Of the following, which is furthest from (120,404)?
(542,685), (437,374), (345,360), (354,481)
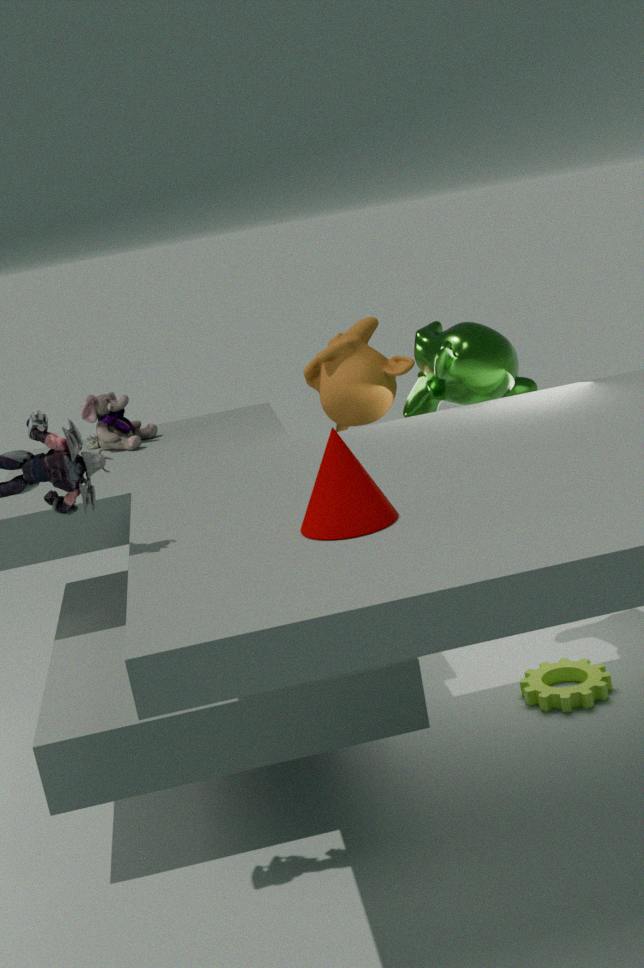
(354,481)
